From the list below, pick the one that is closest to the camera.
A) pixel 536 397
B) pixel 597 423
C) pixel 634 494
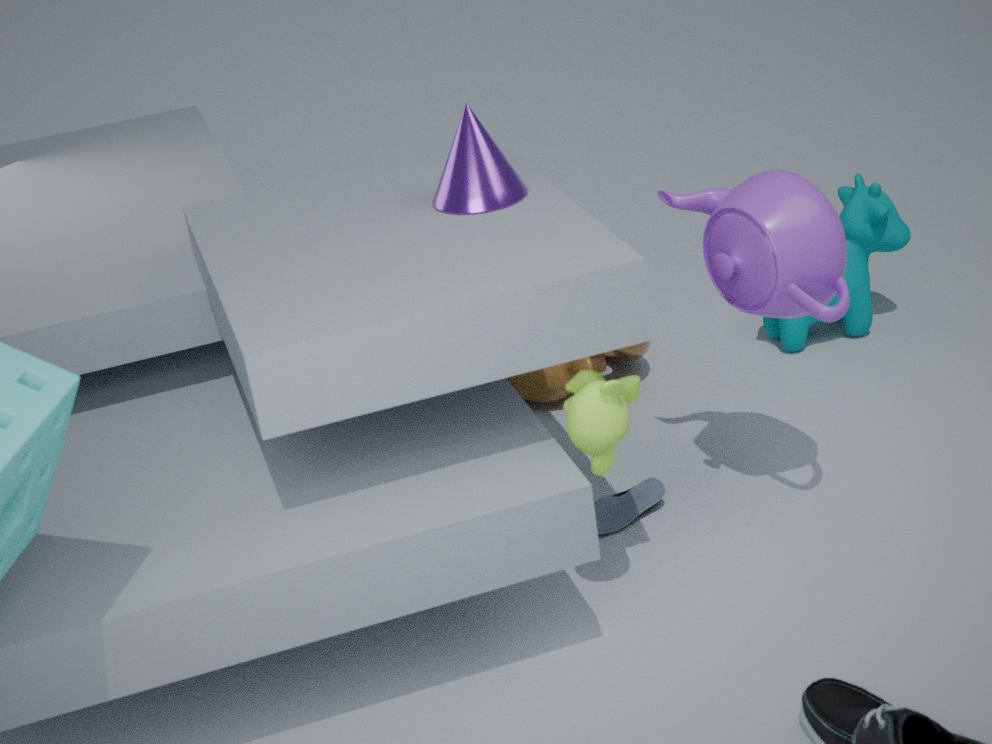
pixel 597 423
